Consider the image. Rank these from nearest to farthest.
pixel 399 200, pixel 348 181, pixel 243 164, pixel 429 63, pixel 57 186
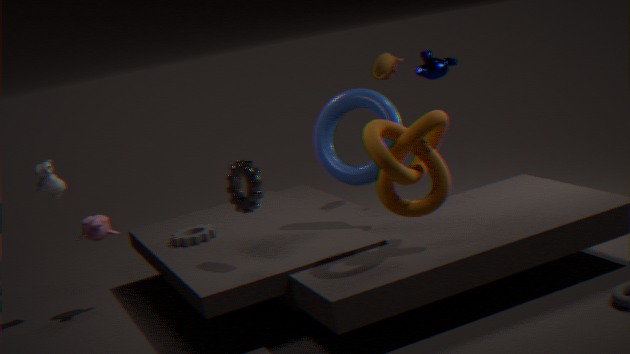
pixel 399 200 < pixel 243 164 < pixel 348 181 < pixel 429 63 < pixel 57 186
